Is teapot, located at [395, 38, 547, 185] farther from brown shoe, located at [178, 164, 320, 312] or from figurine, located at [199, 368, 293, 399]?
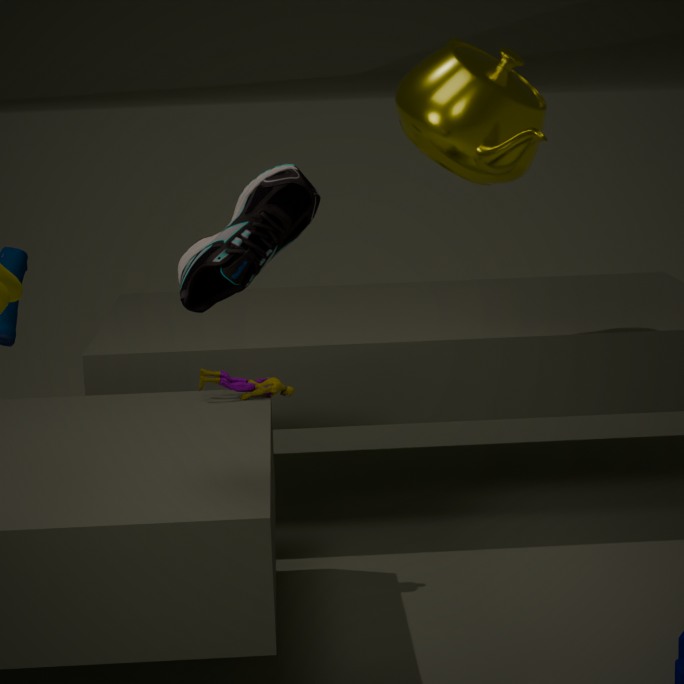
brown shoe, located at [178, 164, 320, 312]
